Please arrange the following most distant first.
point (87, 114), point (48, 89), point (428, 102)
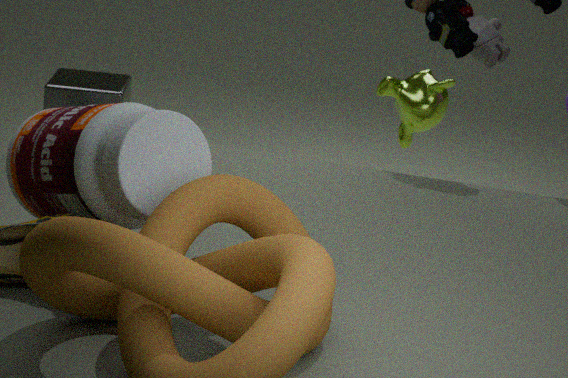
point (428, 102), point (48, 89), point (87, 114)
